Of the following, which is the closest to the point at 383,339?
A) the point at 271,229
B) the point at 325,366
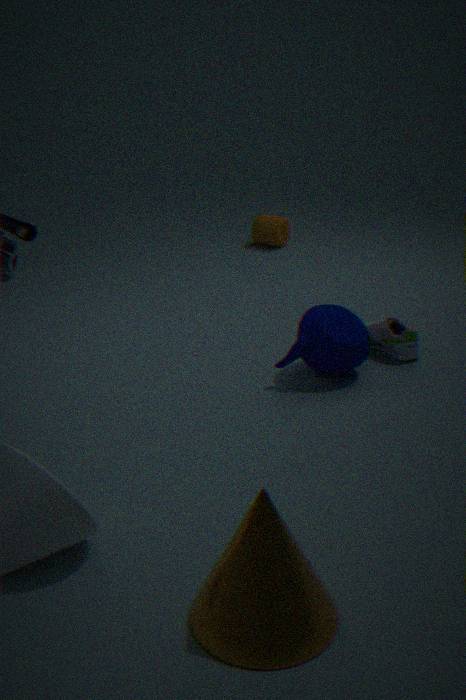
the point at 325,366
